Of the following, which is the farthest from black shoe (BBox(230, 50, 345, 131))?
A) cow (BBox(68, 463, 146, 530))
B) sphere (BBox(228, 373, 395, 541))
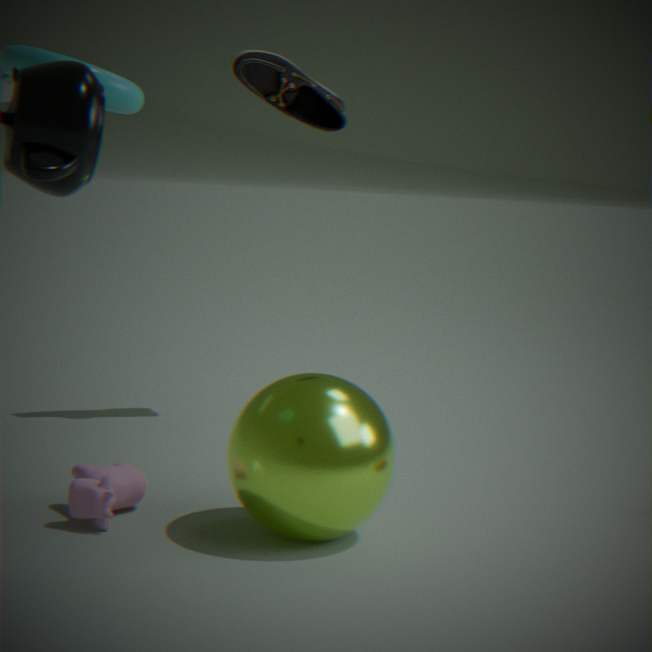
cow (BBox(68, 463, 146, 530))
